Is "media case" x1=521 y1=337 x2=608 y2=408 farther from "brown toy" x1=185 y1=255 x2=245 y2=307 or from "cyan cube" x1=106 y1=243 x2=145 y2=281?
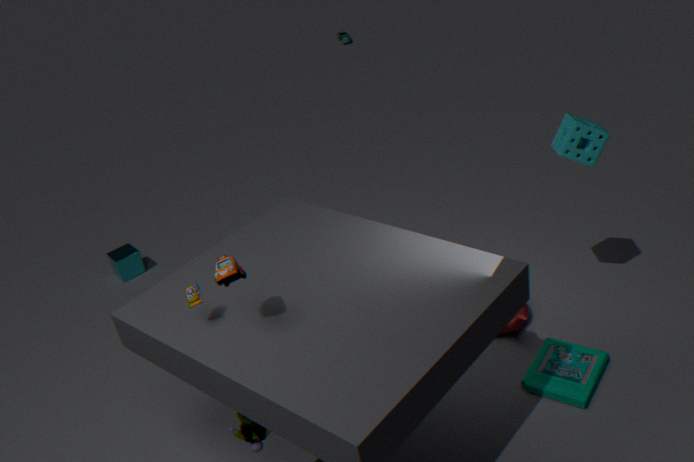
"cyan cube" x1=106 y1=243 x2=145 y2=281
